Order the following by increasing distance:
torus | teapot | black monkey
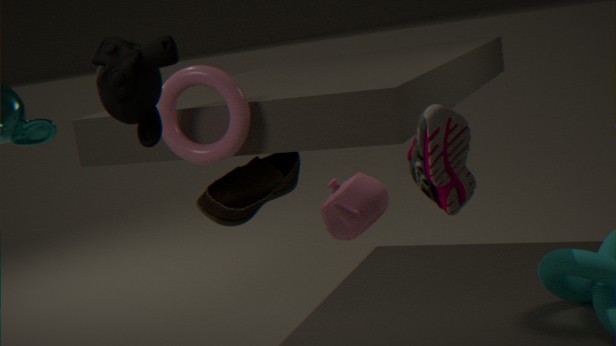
black monkey < teapot < torus
